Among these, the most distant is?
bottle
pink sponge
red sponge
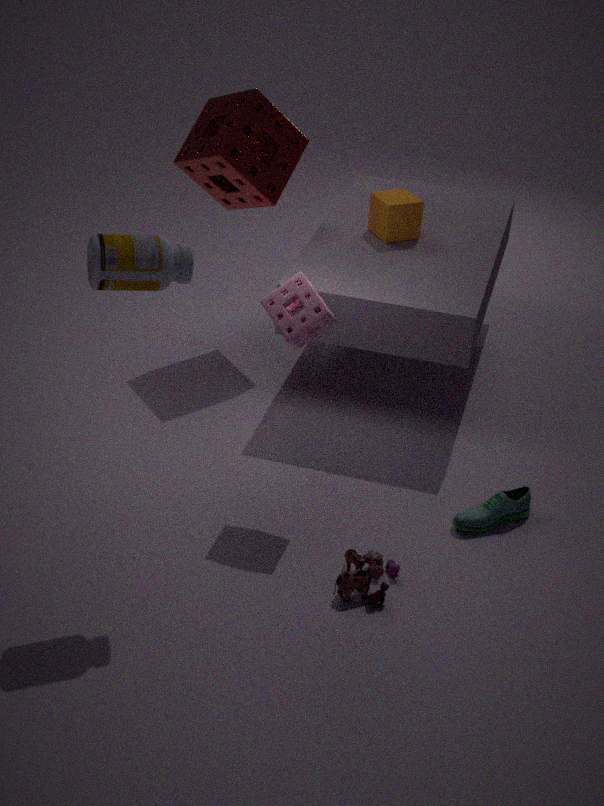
red sponge
